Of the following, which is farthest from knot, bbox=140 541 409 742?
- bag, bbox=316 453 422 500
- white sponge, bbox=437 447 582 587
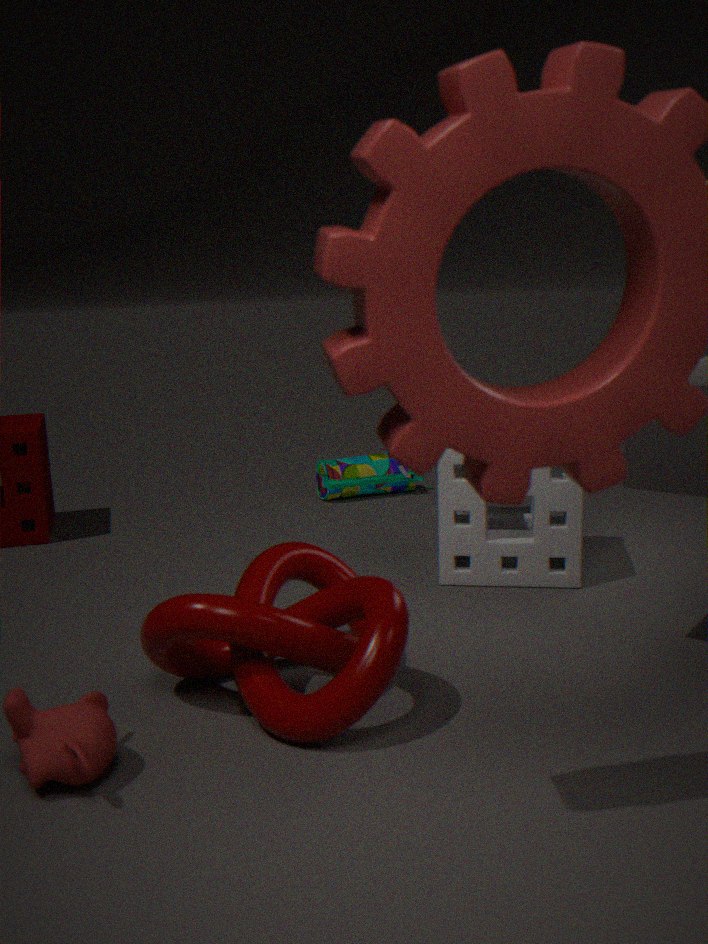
bag, bbox=316 453 422 500
